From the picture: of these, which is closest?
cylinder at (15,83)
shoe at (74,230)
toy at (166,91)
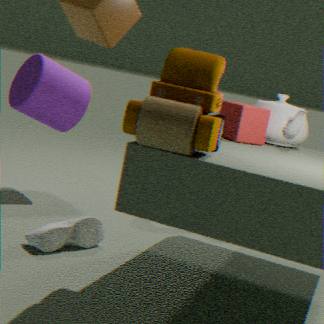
toy at (166,91)
